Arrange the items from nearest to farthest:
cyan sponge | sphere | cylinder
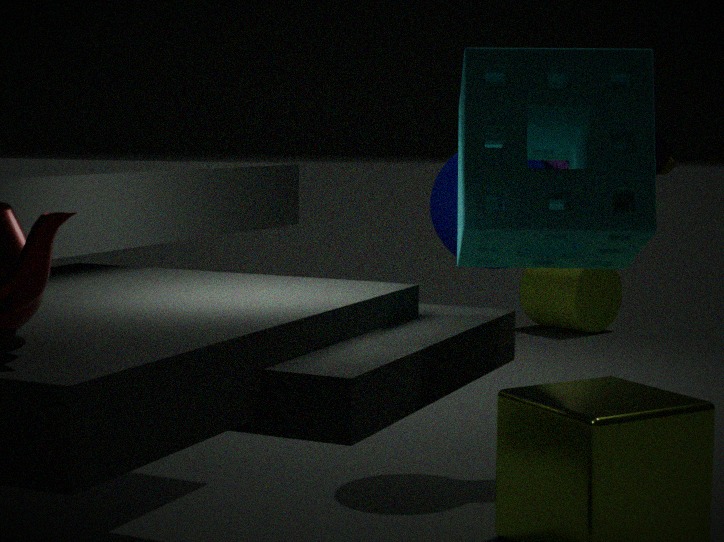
cyan sponge, sphere, cylinder
